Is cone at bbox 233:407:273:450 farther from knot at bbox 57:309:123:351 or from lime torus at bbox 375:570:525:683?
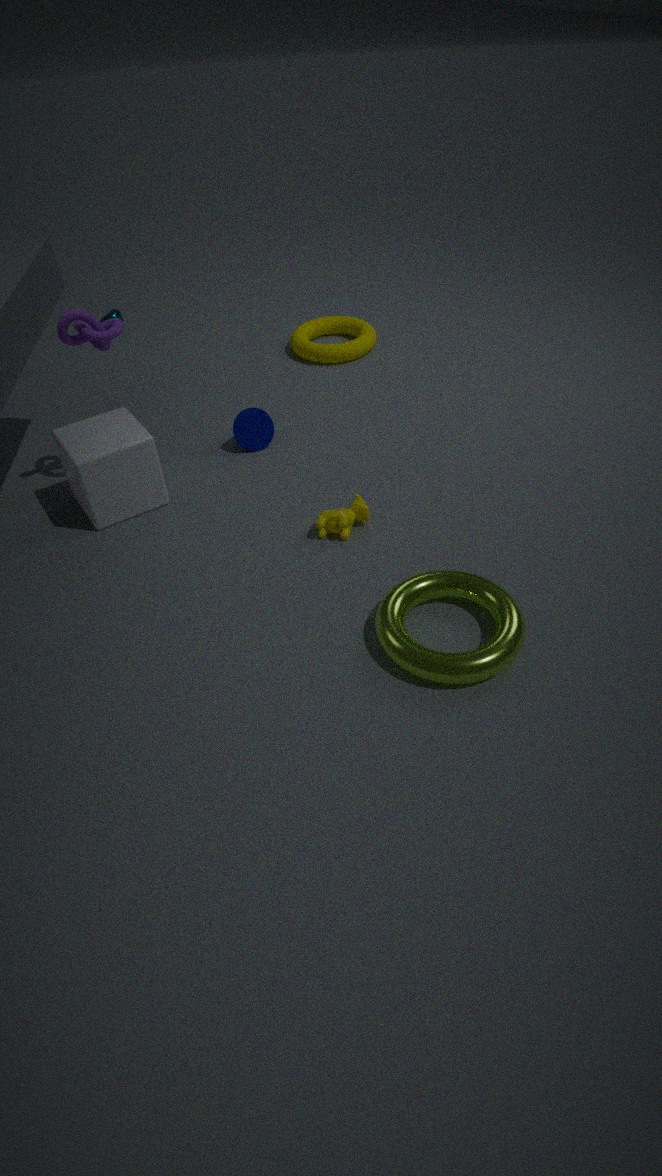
lime torus at bbox 375:570:525:683
